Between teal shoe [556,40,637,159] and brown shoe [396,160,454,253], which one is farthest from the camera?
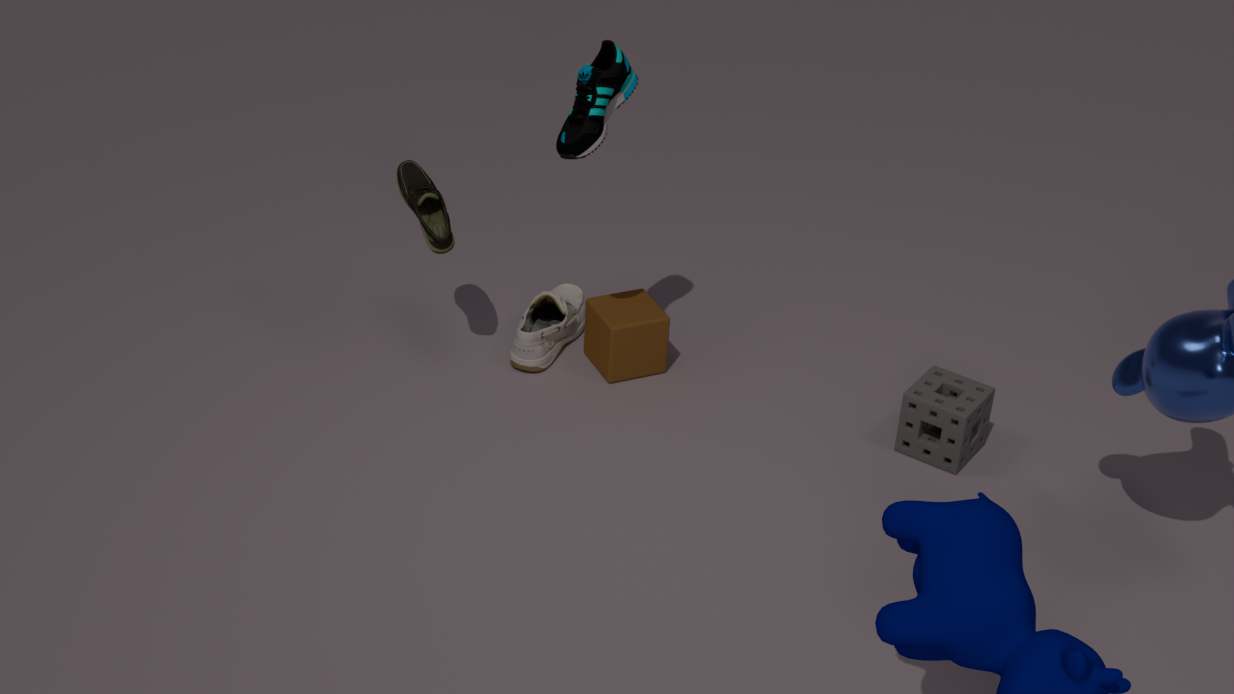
brown shoe [396,160,454,253]
